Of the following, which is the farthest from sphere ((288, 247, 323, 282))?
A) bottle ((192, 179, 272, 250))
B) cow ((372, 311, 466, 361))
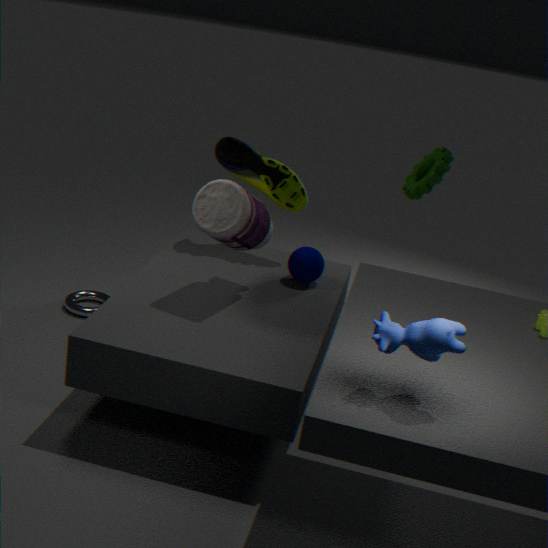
cow ((372, 311, 466, 361))
